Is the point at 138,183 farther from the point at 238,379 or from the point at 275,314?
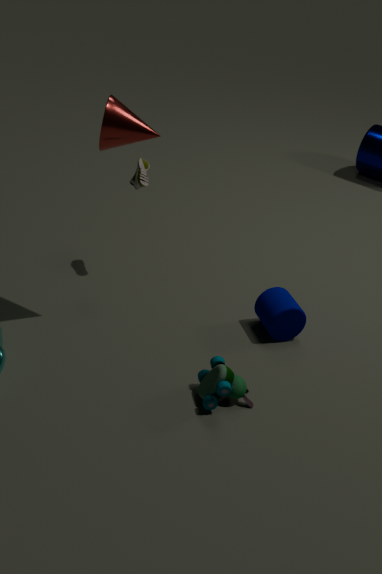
the point at 238,379
